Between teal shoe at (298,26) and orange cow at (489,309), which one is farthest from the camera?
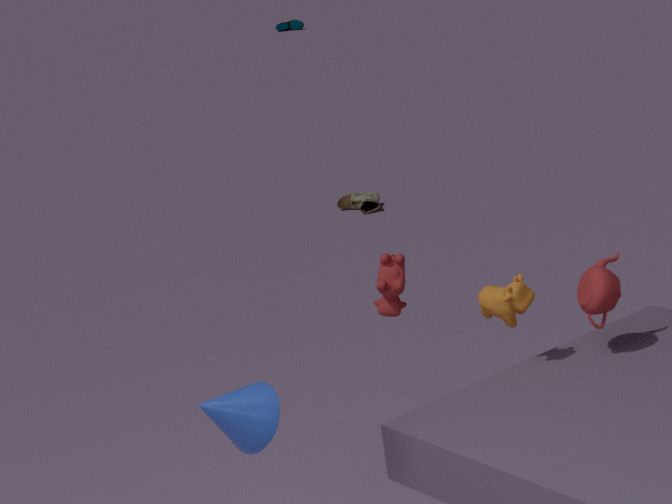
teal shoe at (298,26)
